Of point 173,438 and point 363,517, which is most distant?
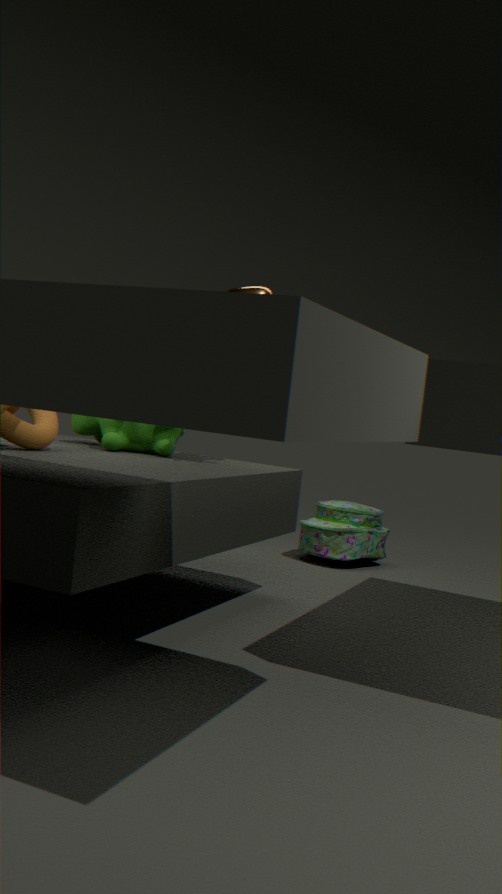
point 363,517
